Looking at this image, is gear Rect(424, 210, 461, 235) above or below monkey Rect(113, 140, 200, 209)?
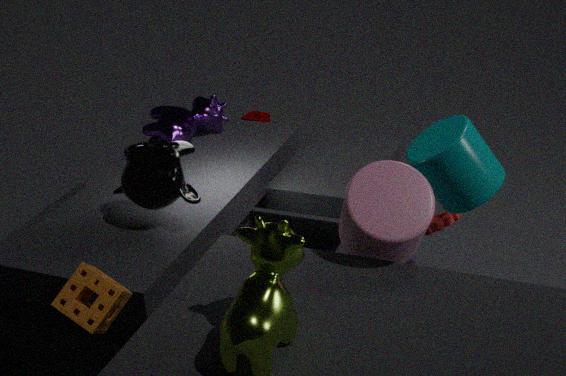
below
